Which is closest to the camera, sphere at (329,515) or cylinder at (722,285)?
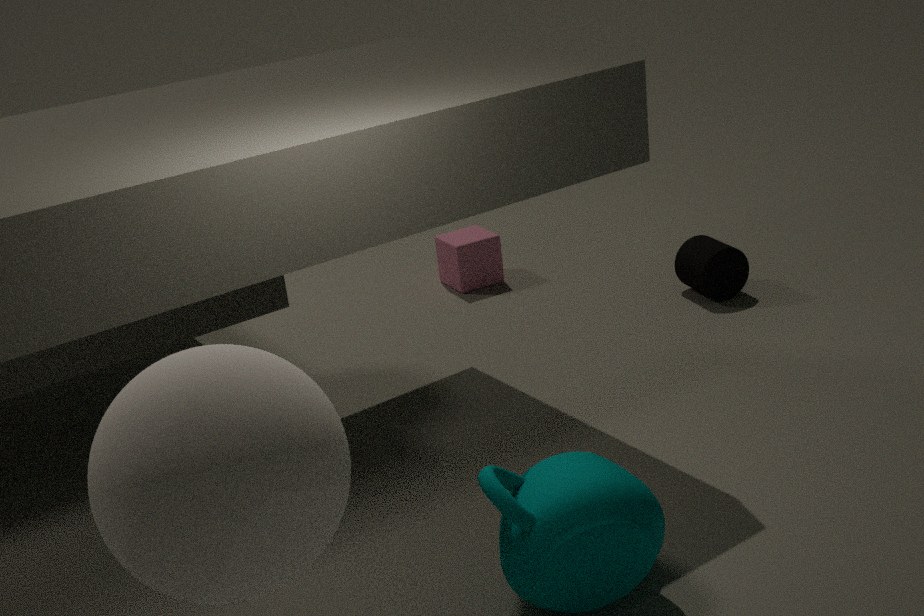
sphere at (329,515)
